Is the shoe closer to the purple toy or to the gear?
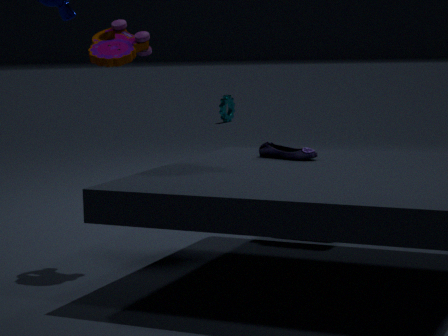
the purple toy
